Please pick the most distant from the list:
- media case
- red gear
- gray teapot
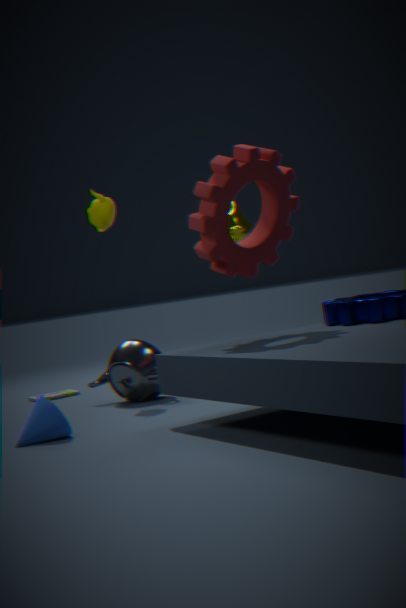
media case
